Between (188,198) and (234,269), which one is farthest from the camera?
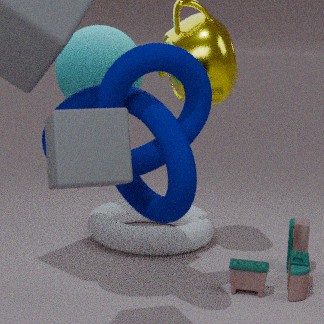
(234,269)
